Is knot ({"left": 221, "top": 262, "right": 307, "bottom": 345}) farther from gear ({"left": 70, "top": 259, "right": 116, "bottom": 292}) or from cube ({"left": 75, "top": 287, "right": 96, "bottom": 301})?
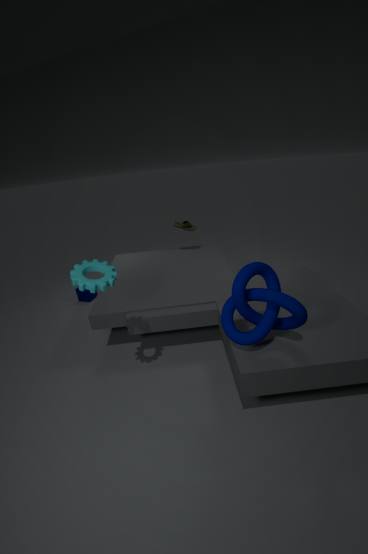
cube ({"left": 75, "top": 287, "right": 96, "bottom": 301})
